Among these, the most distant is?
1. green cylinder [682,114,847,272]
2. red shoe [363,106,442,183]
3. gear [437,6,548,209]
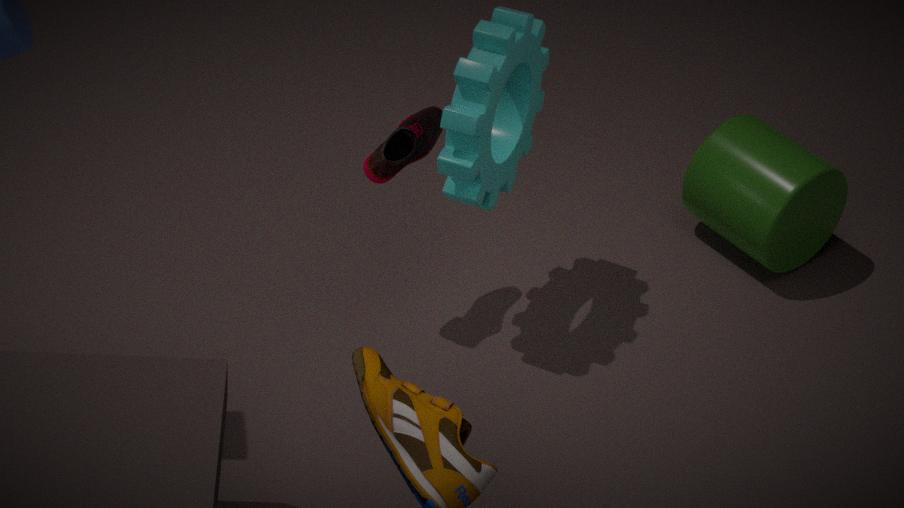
green cylinder [682,114,847,272]
